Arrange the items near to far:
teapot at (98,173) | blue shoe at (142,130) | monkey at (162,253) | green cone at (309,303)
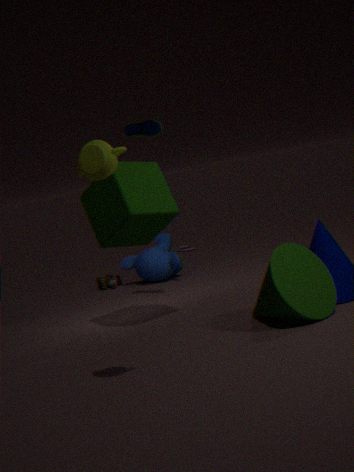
teapot at (98,173)
green cone at (309,303)
blue shoe at (142,130)
monkey at (162,253)
